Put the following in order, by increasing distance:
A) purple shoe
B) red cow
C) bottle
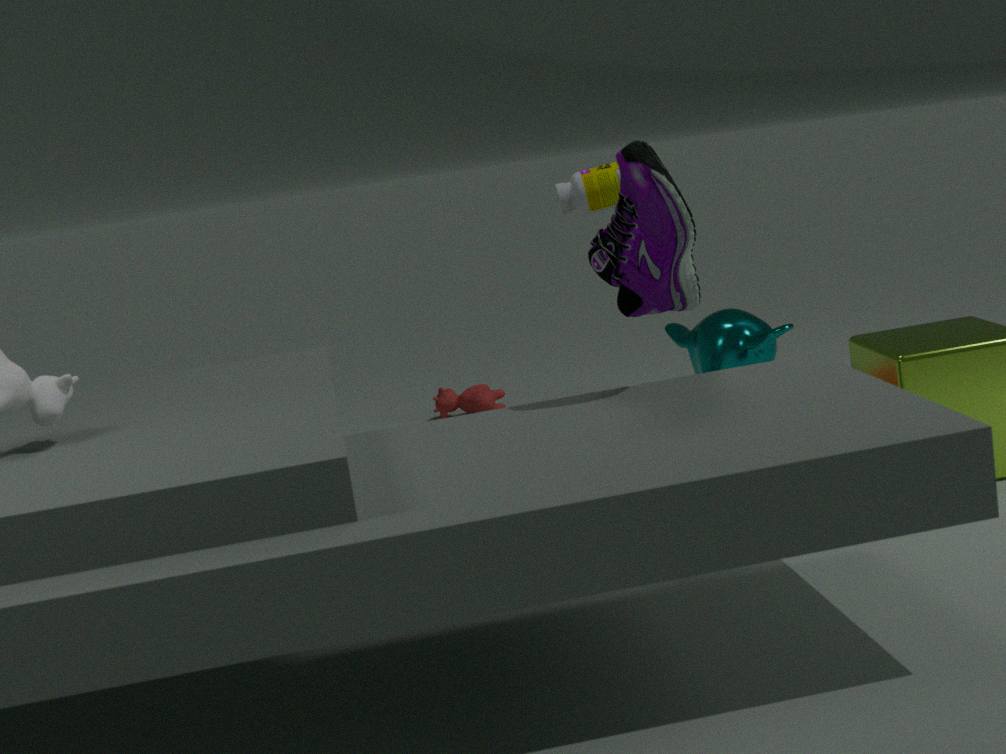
purple shoe < bottle < red cow
